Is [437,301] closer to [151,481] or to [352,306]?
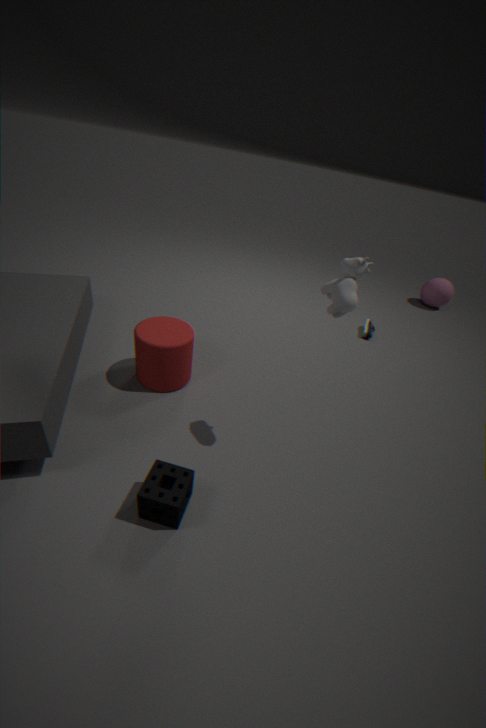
[352,306]
